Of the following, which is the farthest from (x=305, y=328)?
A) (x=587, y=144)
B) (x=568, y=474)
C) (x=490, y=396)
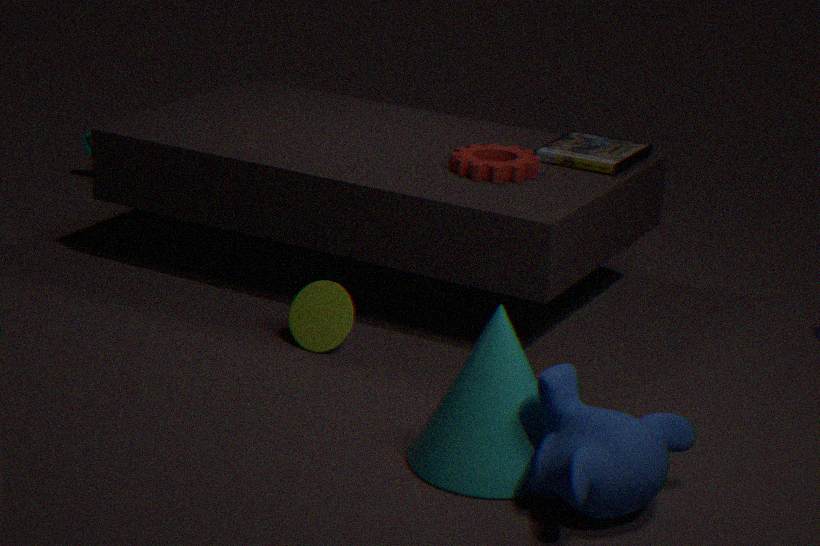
(x=568, y=474)
